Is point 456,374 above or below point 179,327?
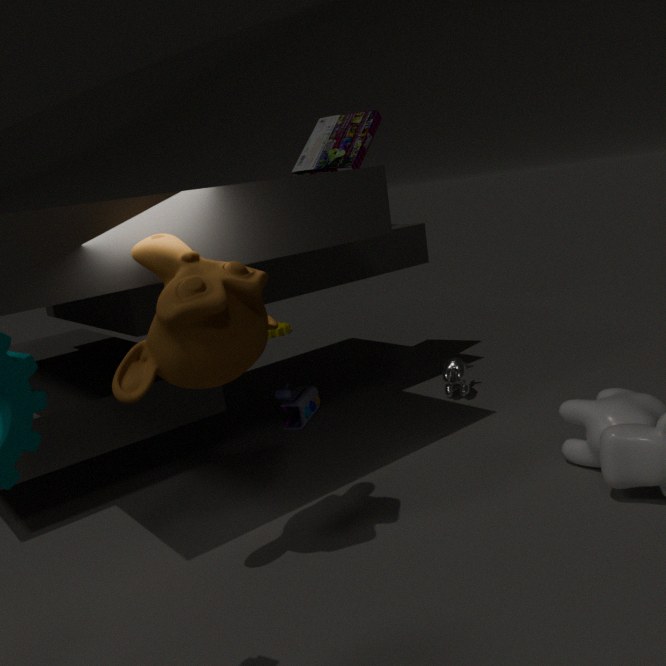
below
